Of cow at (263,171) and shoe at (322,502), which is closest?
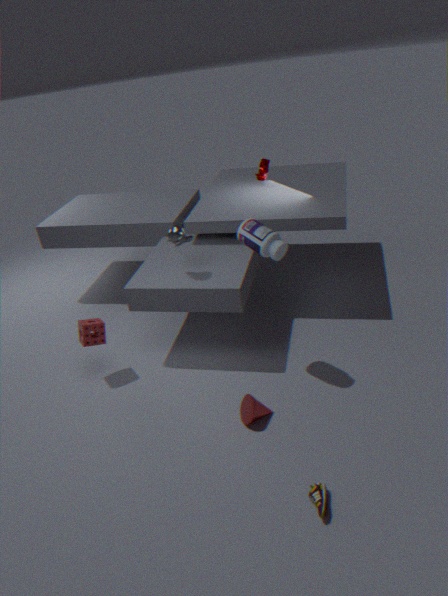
shoe at (322,502)
